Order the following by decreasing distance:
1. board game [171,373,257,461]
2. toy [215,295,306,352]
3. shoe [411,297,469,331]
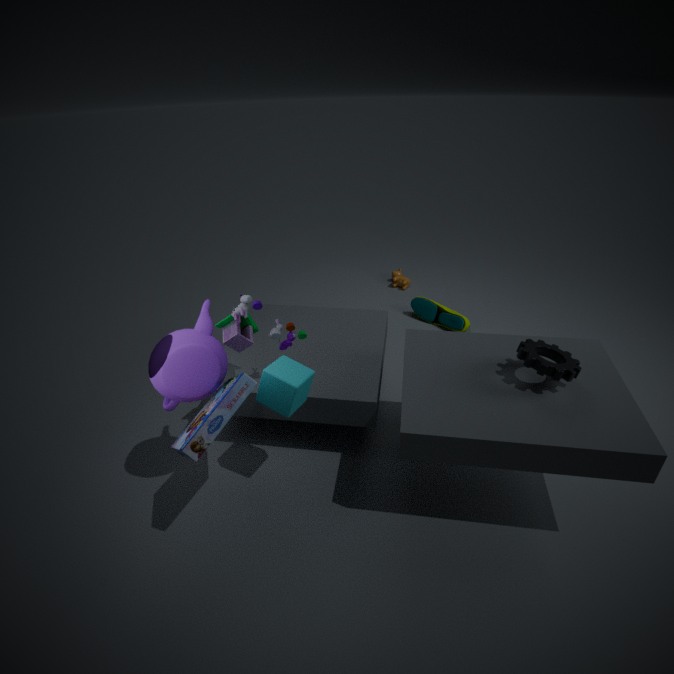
shoe [411,297,469,331]
toy [215,295,306,352]
board game [171,373,257,461]
